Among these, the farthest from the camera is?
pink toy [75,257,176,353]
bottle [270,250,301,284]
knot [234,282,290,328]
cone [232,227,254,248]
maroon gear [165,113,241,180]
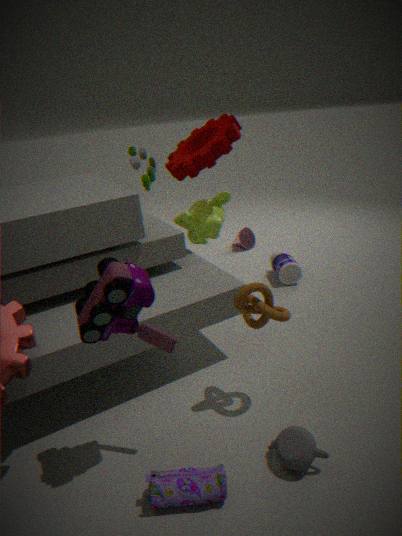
cone [232,227,254,248]
